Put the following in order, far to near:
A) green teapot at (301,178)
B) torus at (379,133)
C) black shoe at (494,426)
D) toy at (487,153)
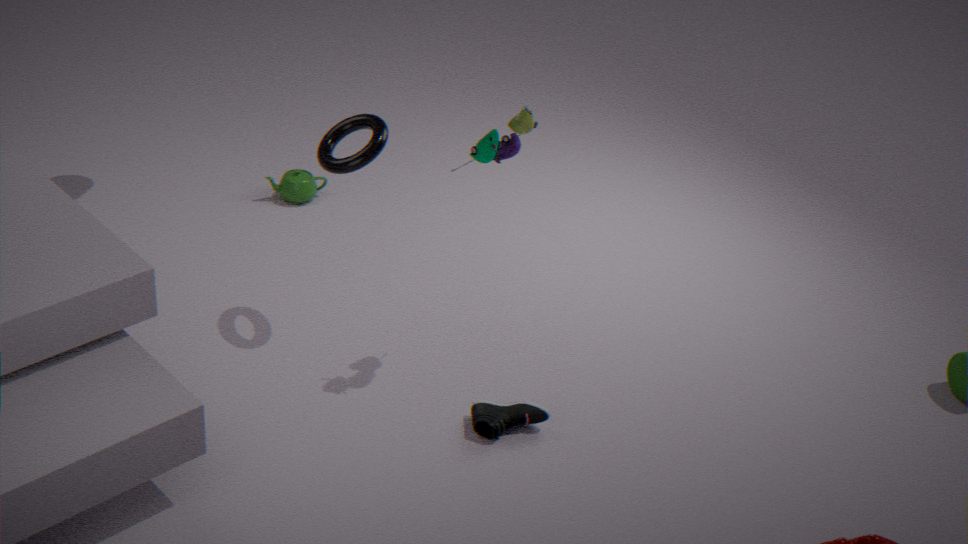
green teapot at (301,178) < torus at (379,133) < black shoe at (494,426) < toy at (487,153)
